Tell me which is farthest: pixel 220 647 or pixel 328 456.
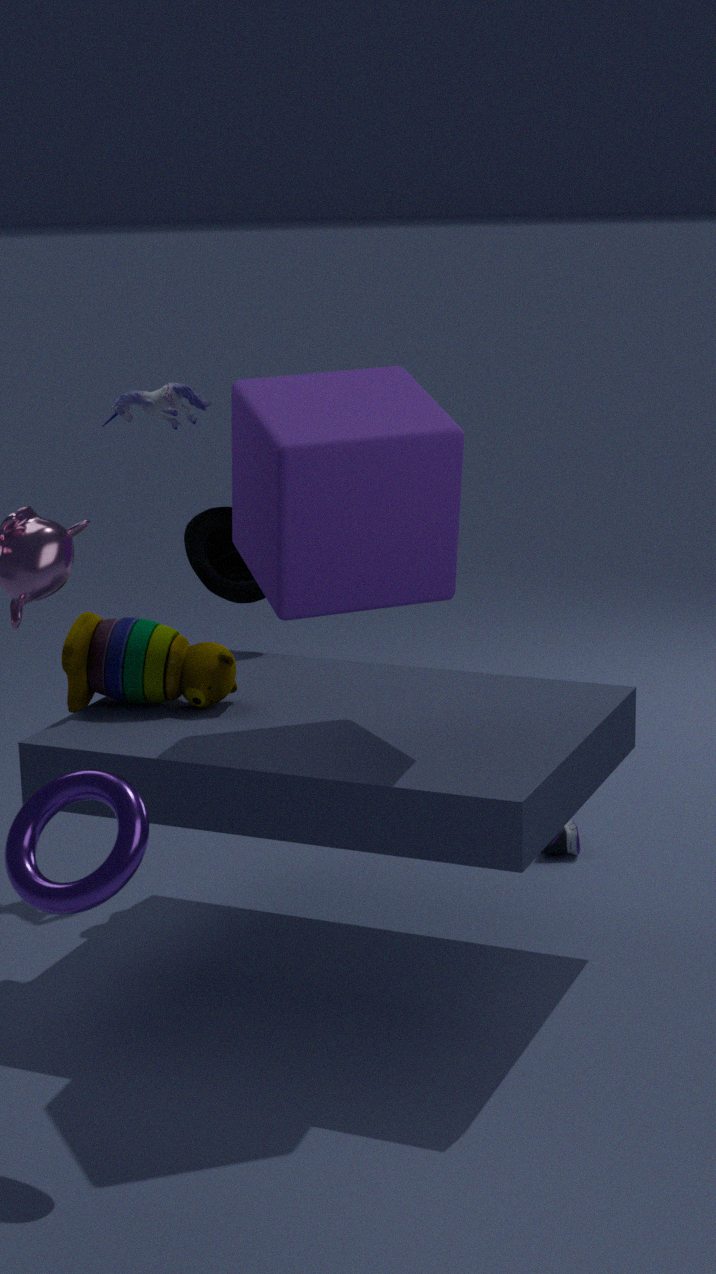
pixel 220 647
